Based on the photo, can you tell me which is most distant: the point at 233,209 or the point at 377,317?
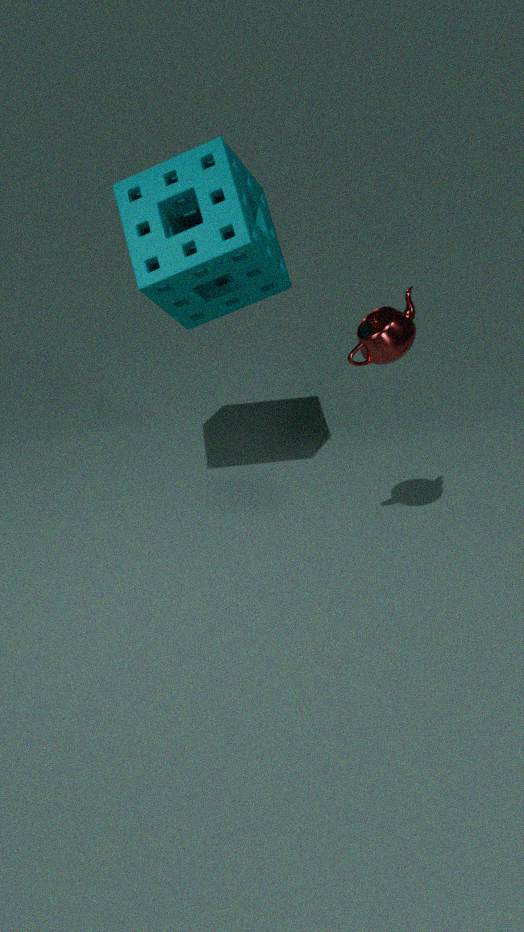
the point at 233,209
